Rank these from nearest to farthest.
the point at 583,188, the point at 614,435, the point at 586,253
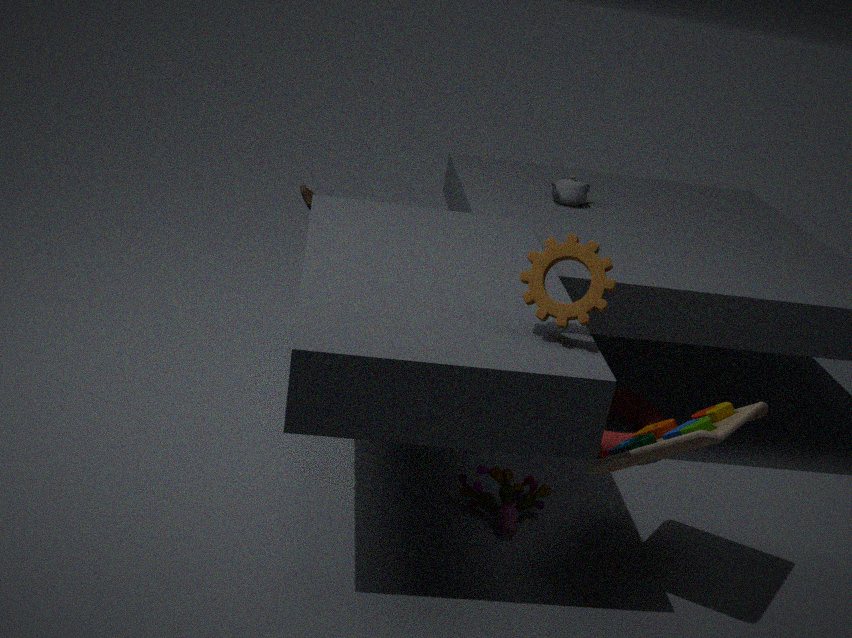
the point at 586,253 → the point at 614,435 → the point at 583,188
